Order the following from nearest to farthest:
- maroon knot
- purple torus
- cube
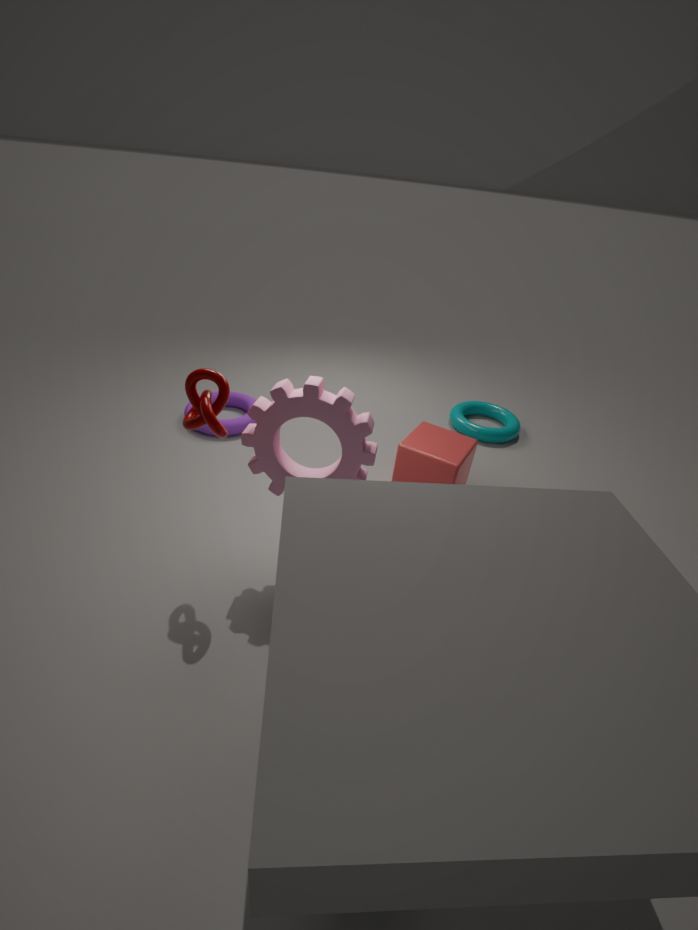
maroon knot < cube < purple torus
